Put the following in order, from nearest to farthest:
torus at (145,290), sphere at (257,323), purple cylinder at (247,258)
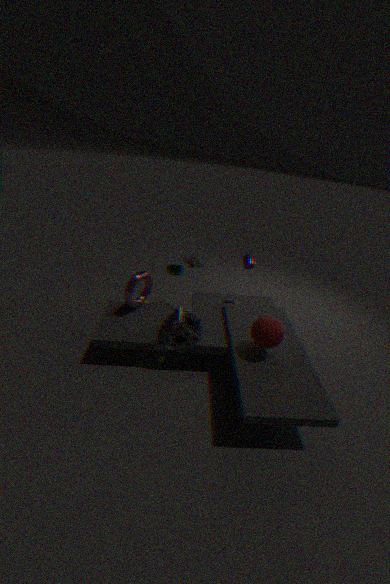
sphere at (257,323), torus at (145,290), purple cylinder at (247,258)
